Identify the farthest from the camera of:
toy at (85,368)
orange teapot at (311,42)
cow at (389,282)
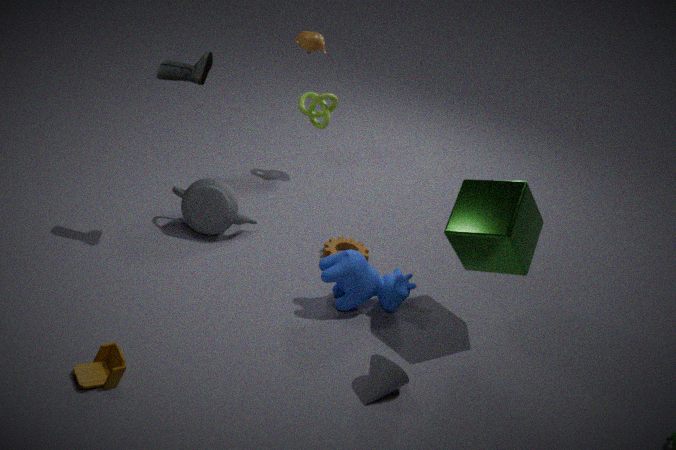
orange teapot at (311,42)
